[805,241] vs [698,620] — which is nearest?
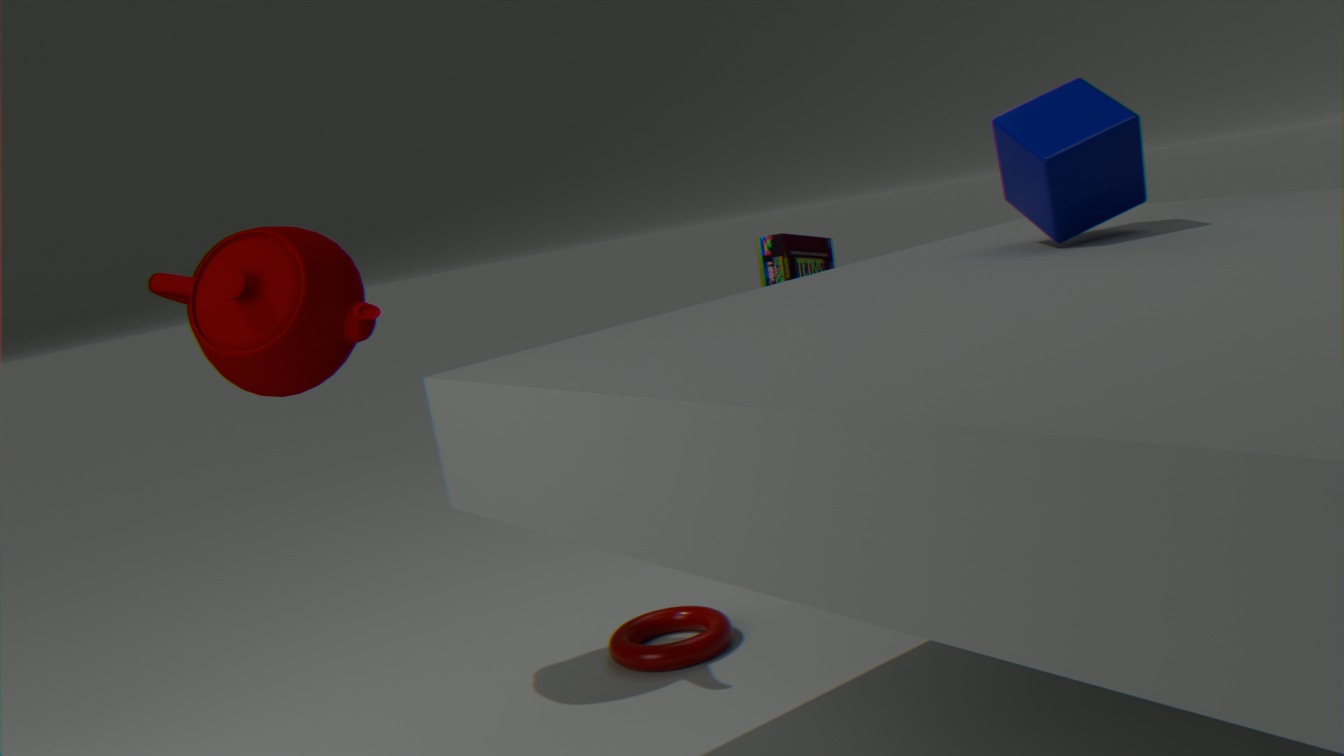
[698,620]
